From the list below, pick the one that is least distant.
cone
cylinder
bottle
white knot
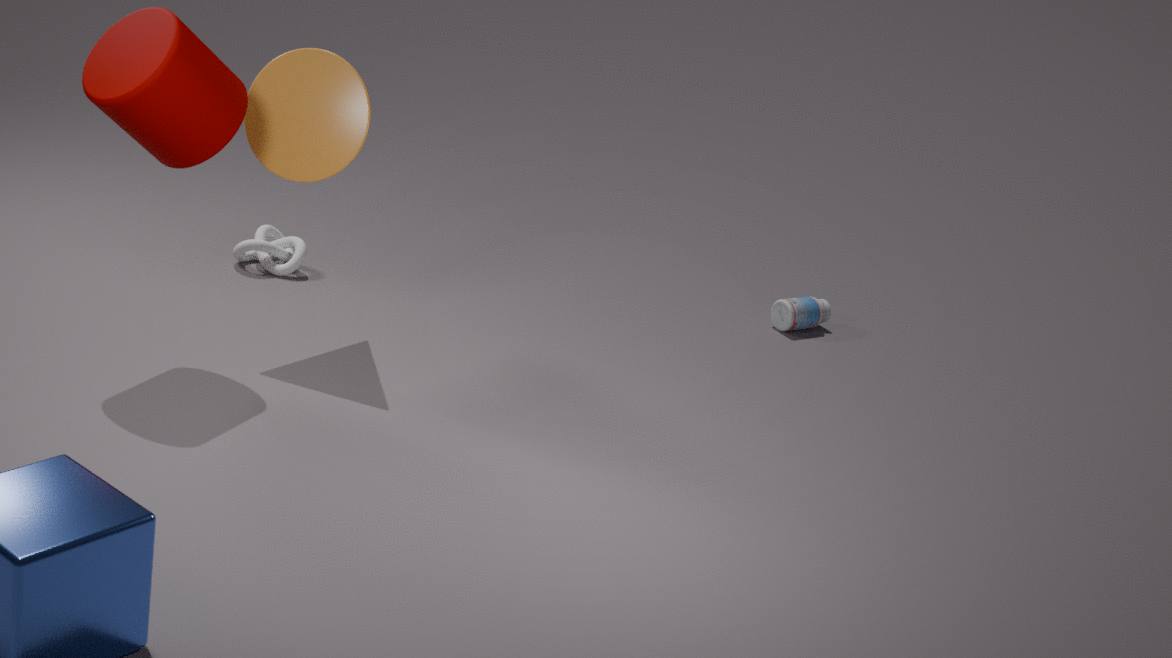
cylinder
